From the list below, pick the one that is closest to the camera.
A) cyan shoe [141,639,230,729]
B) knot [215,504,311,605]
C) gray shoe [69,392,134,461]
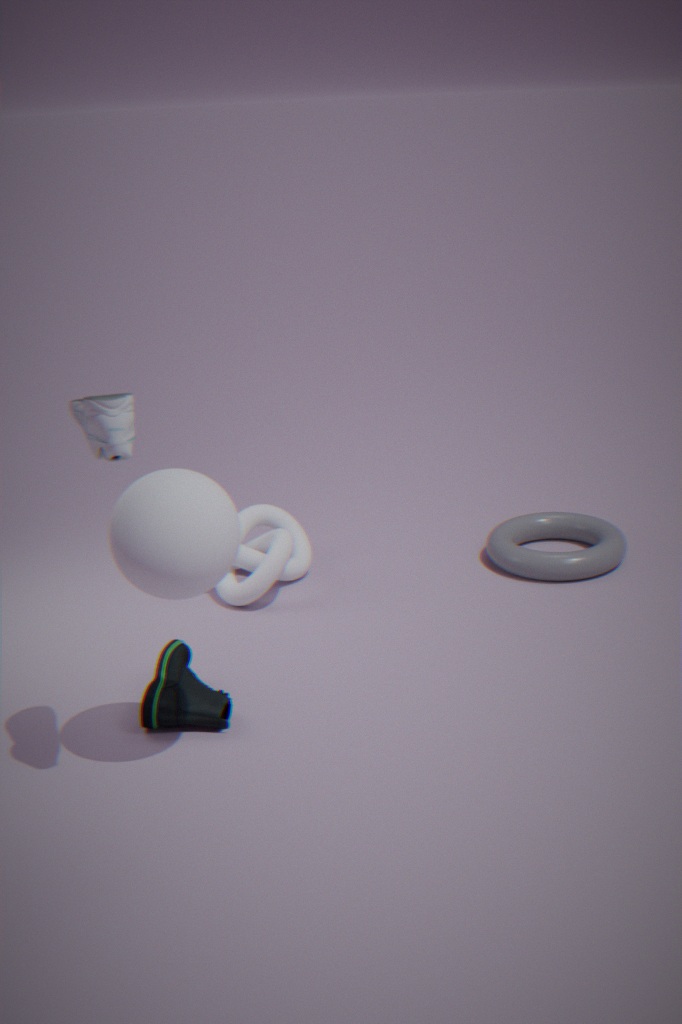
C. gray shoe [69,392,134,461]
